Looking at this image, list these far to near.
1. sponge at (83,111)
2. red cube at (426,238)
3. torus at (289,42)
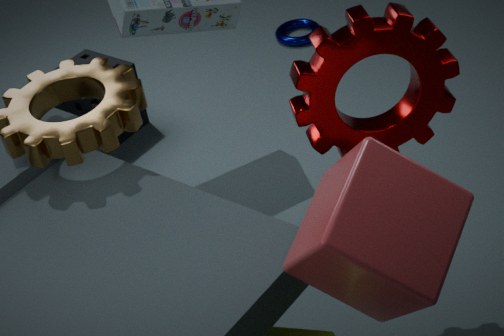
torus at (289,42), sponge at (83,111), red cube at (426,238)
